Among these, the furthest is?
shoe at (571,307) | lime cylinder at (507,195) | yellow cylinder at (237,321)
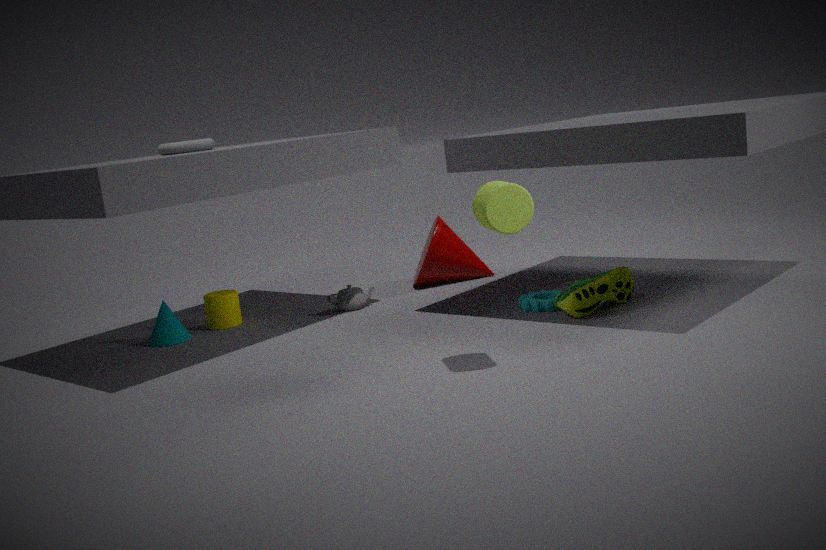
yellow cylinder at (237,321)
